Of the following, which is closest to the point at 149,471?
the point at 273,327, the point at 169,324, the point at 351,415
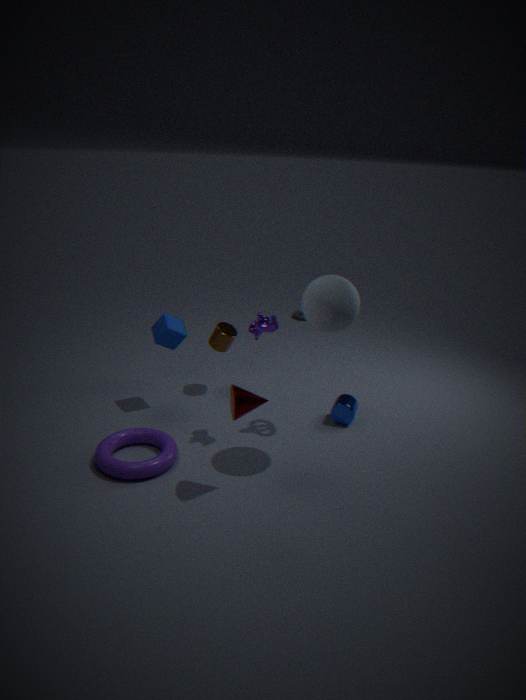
the point at 169,324
